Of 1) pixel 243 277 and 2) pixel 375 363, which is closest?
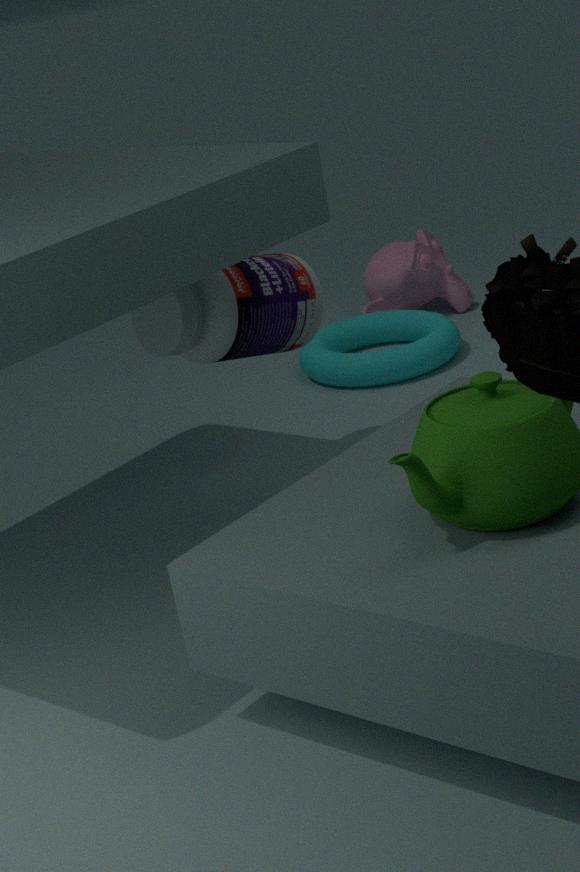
1. pixel 243 277
